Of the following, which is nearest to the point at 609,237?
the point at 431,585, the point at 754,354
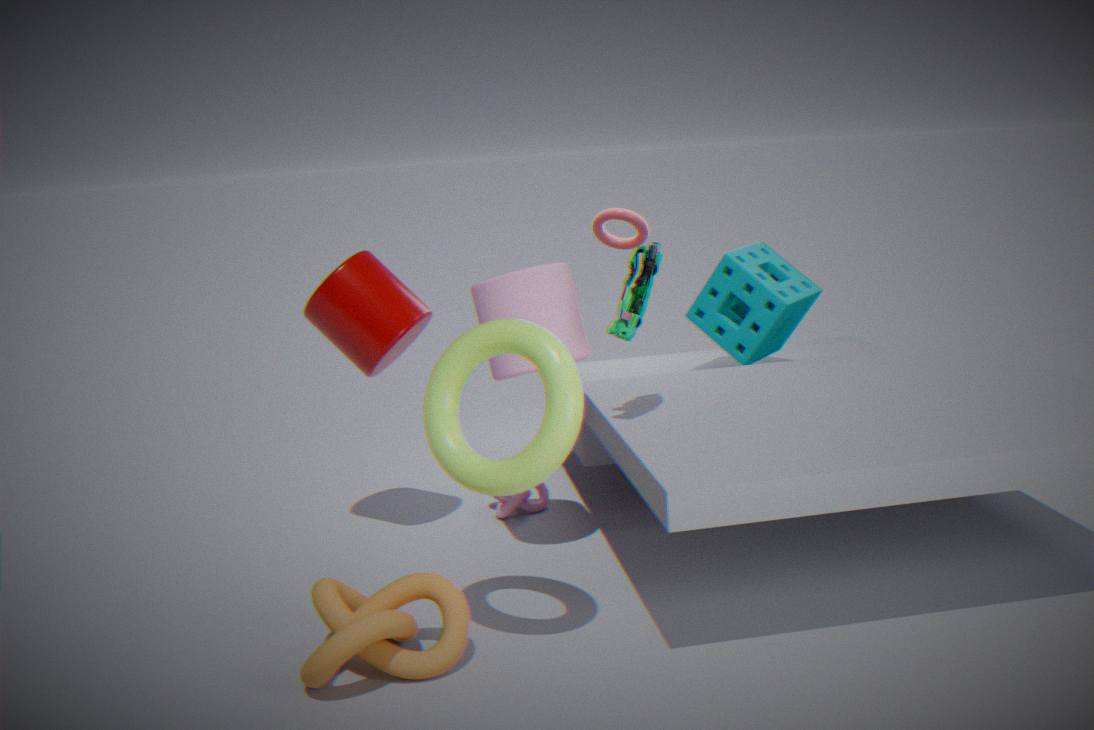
the point at 754,354
